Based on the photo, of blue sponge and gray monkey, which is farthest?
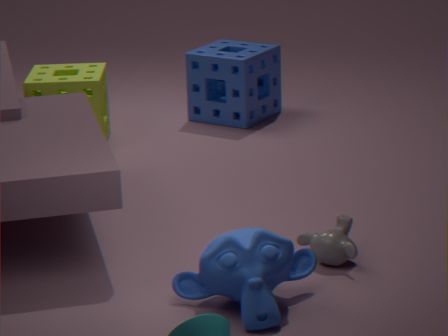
blue sponge
